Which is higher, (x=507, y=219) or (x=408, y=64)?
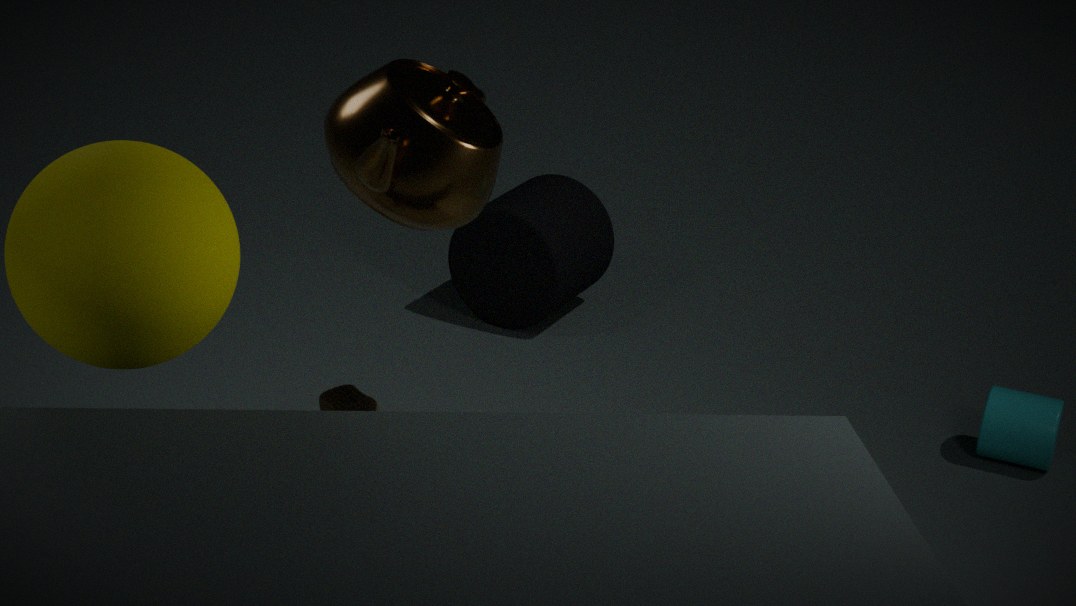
(x=408, y=64)
